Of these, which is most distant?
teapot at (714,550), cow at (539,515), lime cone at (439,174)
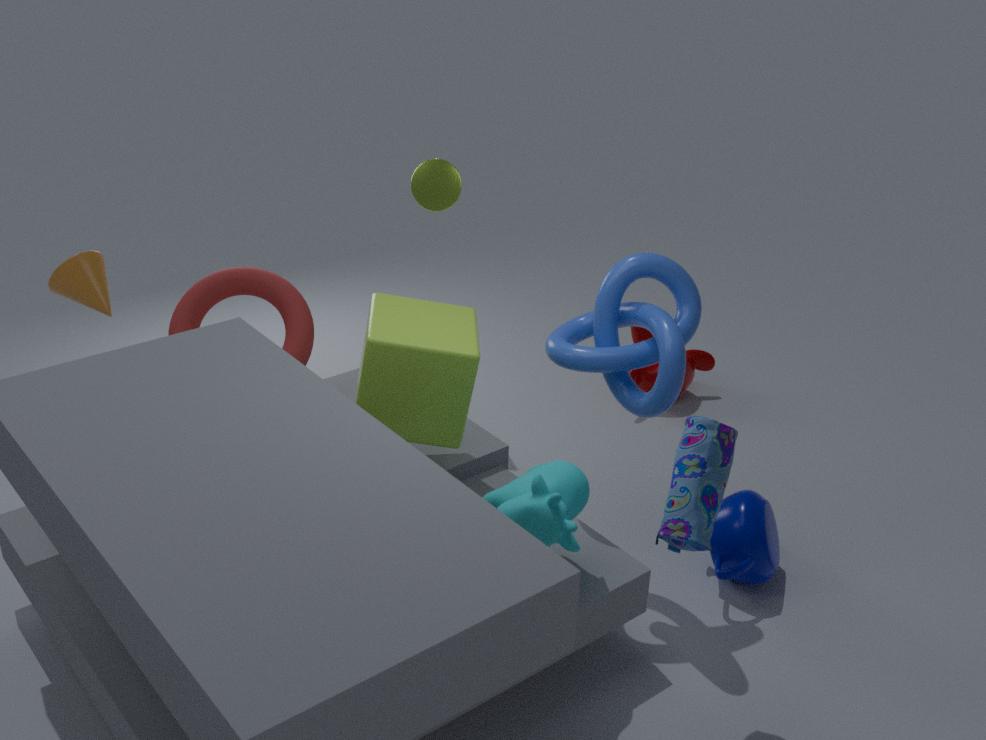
lime cone at (439,174)
